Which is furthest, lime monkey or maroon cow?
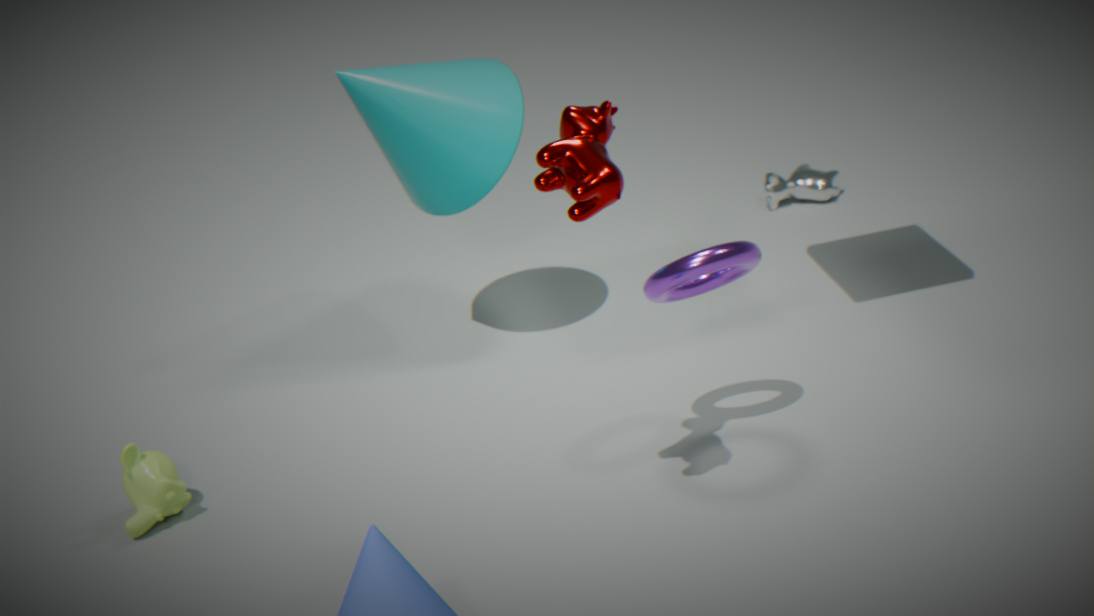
lime monkey
